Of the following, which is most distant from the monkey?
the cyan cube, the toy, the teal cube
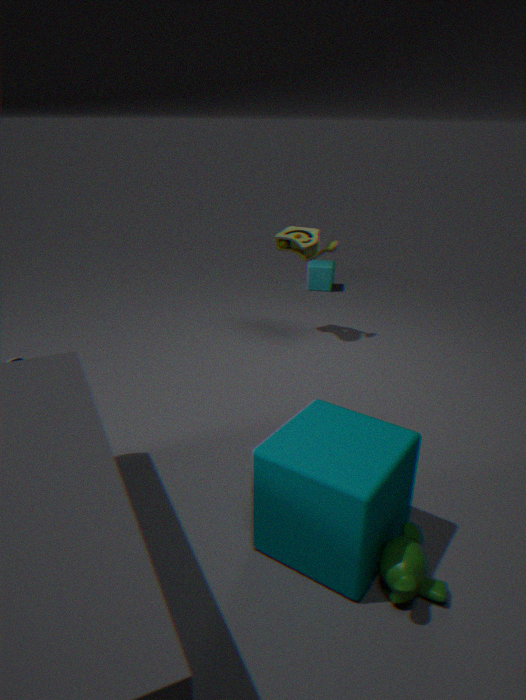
the cyan cube
